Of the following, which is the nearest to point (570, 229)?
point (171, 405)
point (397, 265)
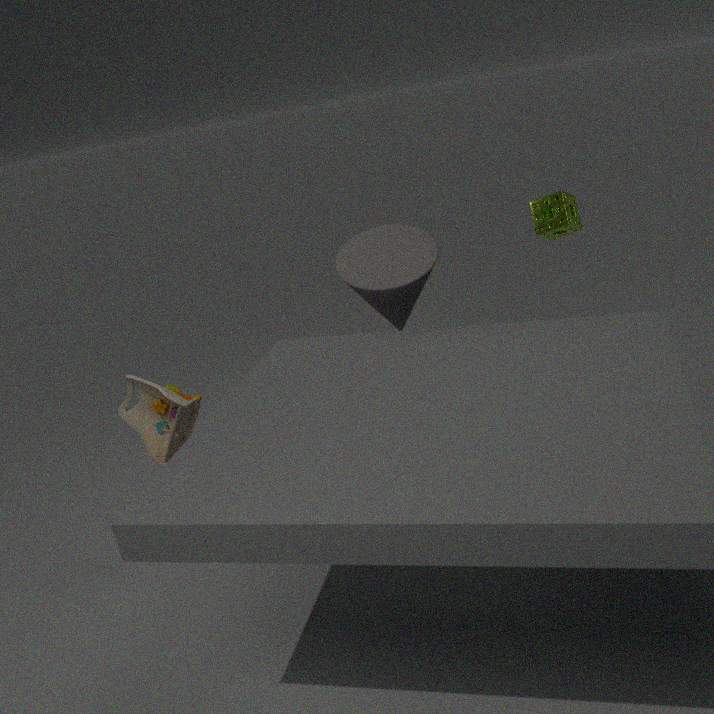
point (397, 265)
